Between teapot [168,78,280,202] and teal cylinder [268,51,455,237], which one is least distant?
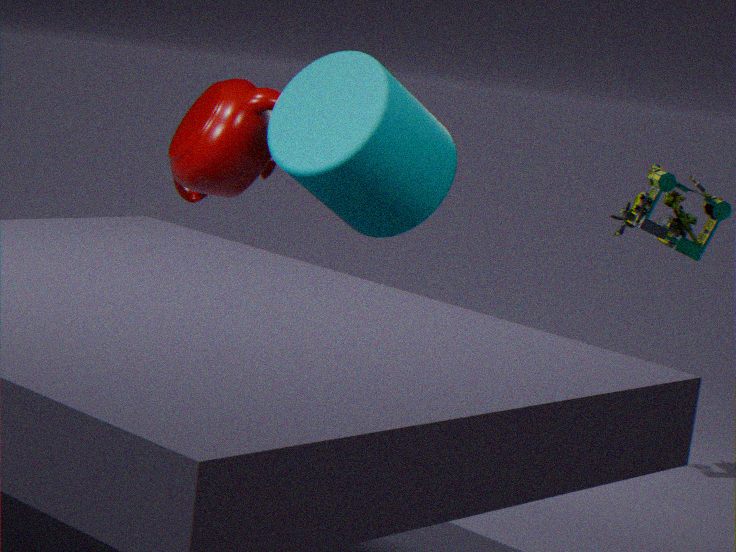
teal cylinder [268,51,455,237]
